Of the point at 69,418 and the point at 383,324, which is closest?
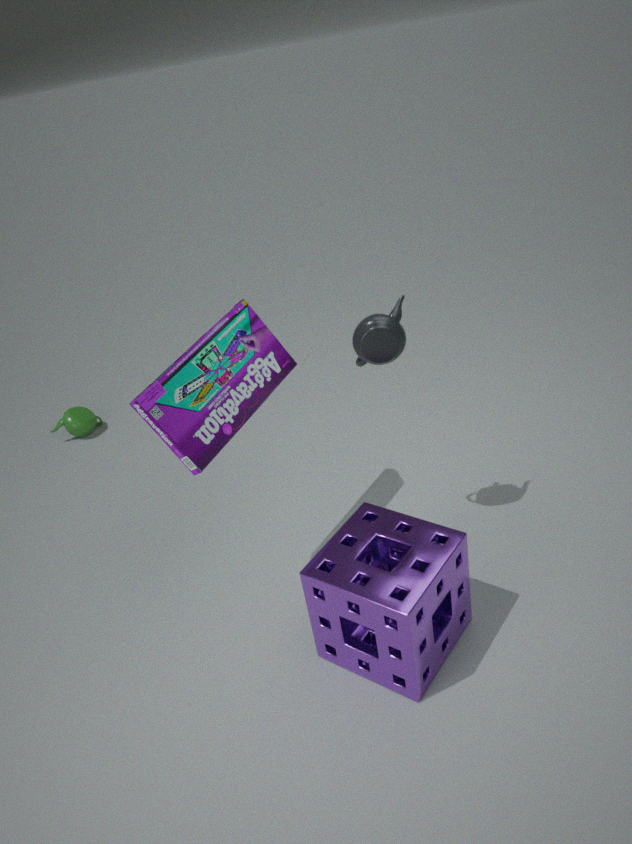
the point at 383,324
